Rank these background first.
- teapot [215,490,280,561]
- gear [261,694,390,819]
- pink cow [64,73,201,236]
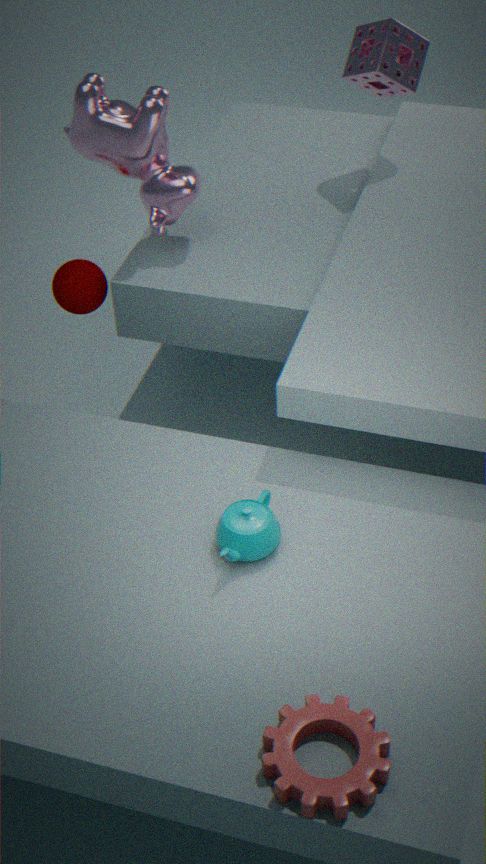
pink cow [64,73,201,236] < teapot [215,490,280,561] < gear [261,694,390,819]
